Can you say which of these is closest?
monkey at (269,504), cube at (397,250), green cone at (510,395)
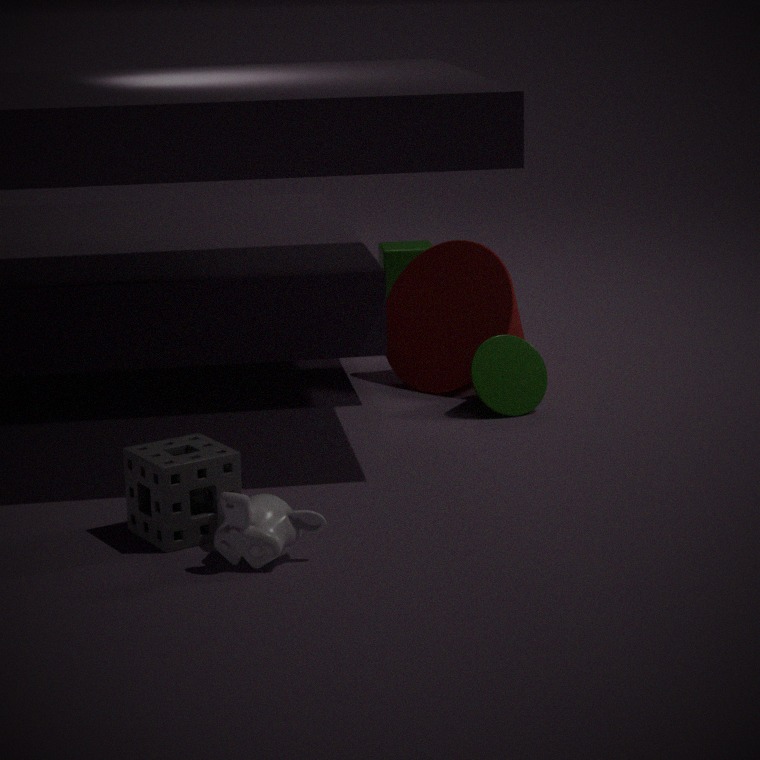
monkey at (269,504)
